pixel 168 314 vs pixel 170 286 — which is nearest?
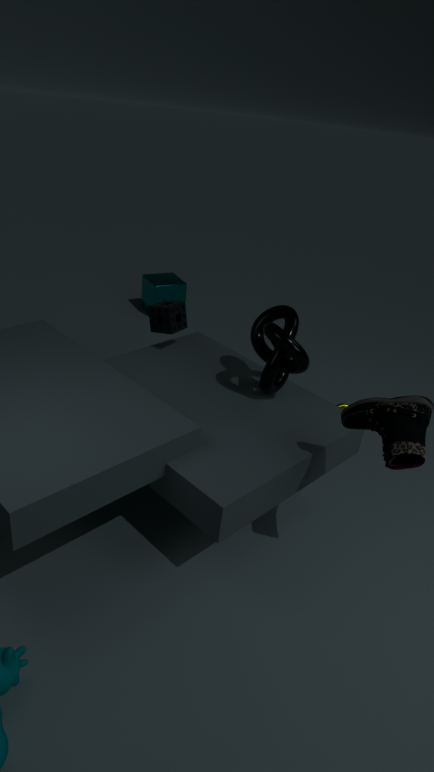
pixel 168 314
